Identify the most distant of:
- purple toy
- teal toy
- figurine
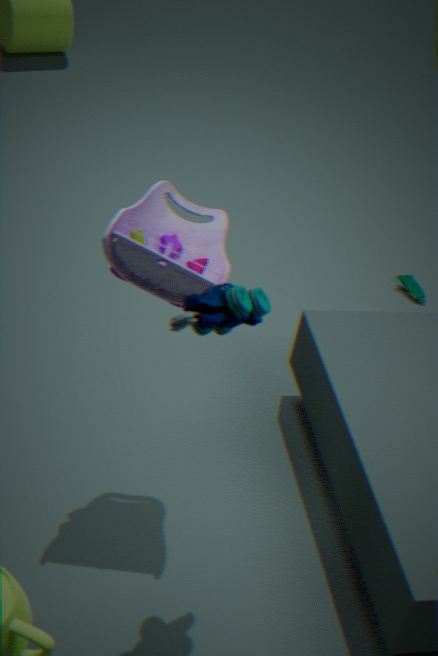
figurine
